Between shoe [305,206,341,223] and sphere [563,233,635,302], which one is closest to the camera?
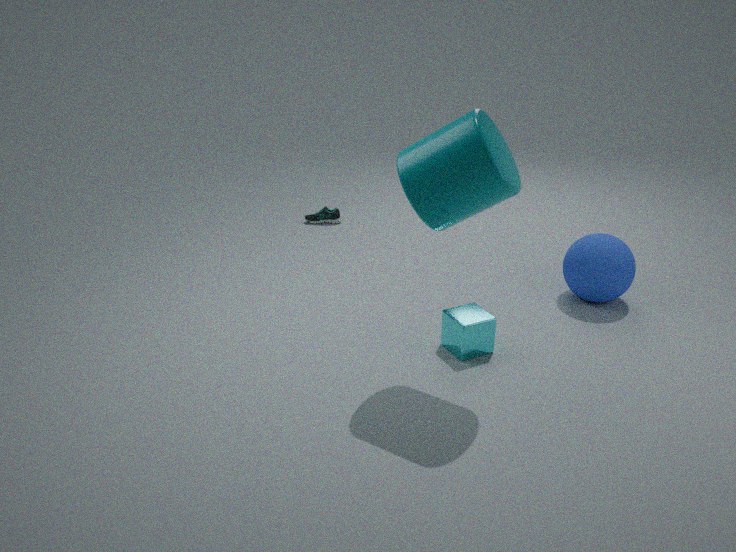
sphere [563,233,635,302]
